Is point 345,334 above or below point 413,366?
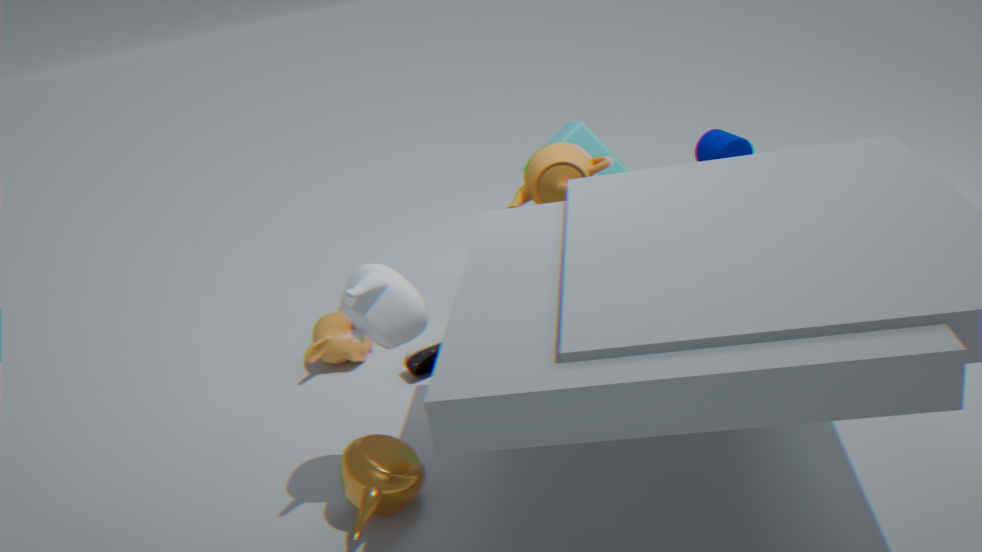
above
